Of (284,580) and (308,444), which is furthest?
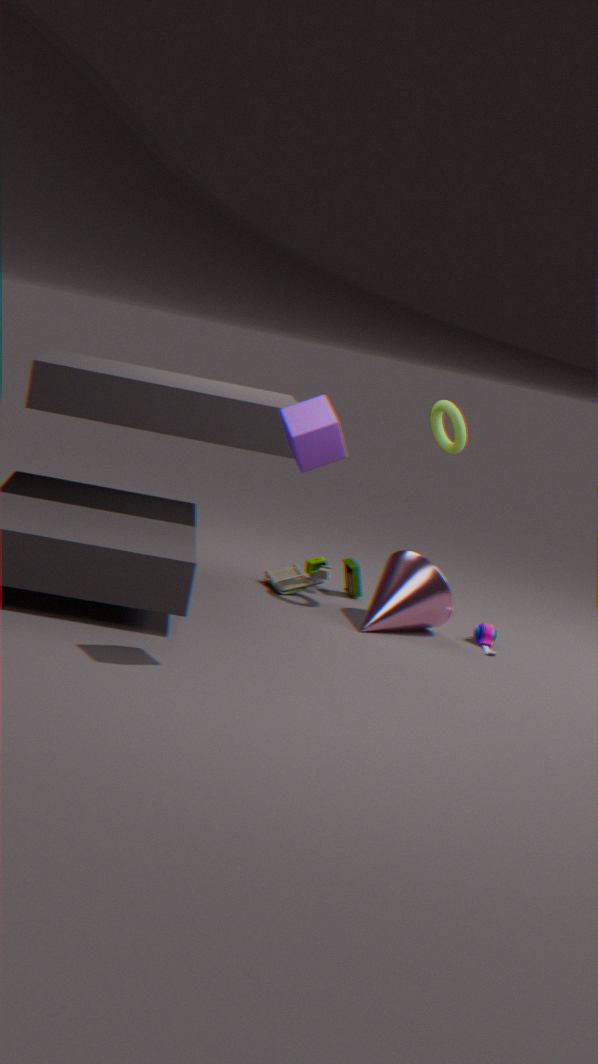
(284,580)
